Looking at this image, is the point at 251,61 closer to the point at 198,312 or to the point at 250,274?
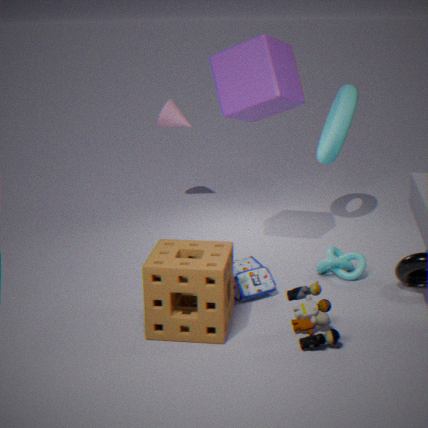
the point at 250,274
